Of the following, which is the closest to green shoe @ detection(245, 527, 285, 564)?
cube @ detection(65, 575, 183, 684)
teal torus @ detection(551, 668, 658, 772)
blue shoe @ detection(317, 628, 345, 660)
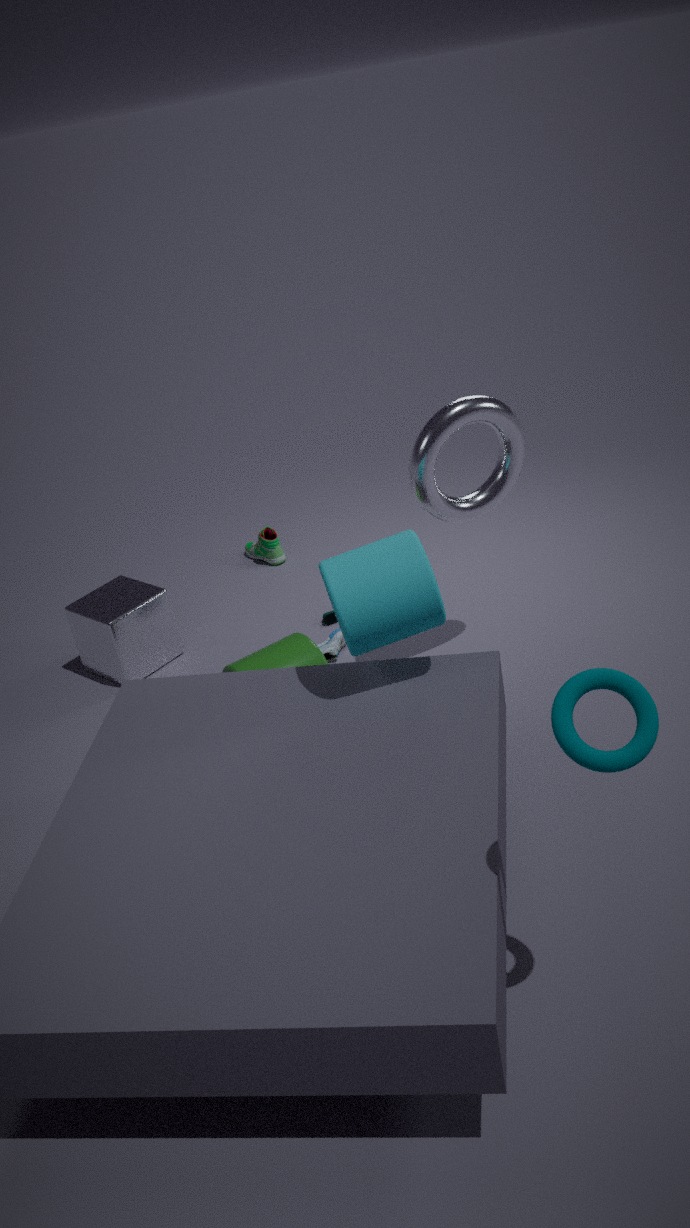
cube @ detection(65, 575, 183, 684)
